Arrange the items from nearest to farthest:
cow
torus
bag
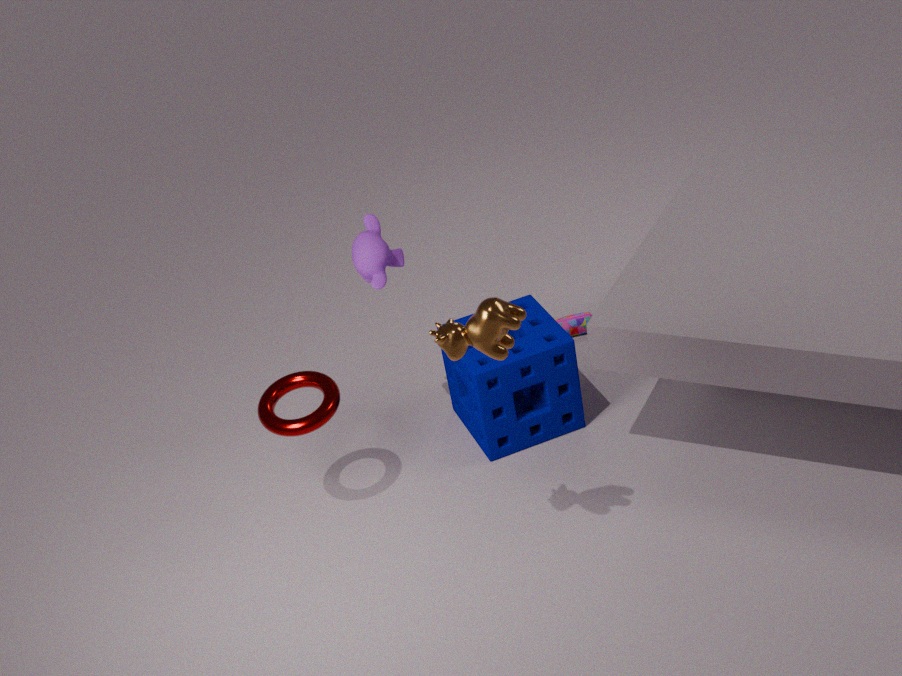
cow → torus → bag
